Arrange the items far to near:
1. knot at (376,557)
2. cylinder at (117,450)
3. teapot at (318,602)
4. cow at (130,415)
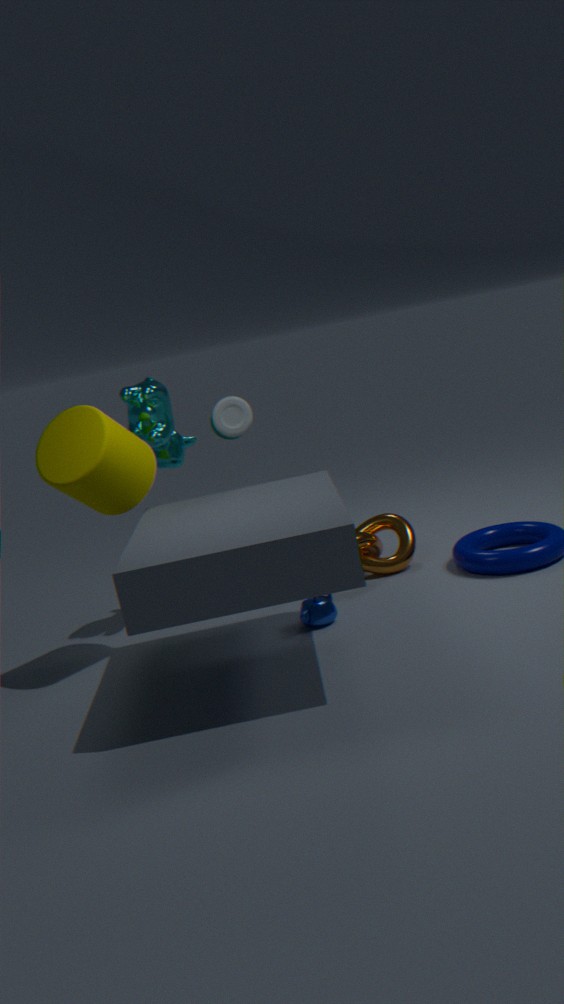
knot at (376,557) < cow at (130,415) < teapot at (318,602) < cylinder at (117,450)
